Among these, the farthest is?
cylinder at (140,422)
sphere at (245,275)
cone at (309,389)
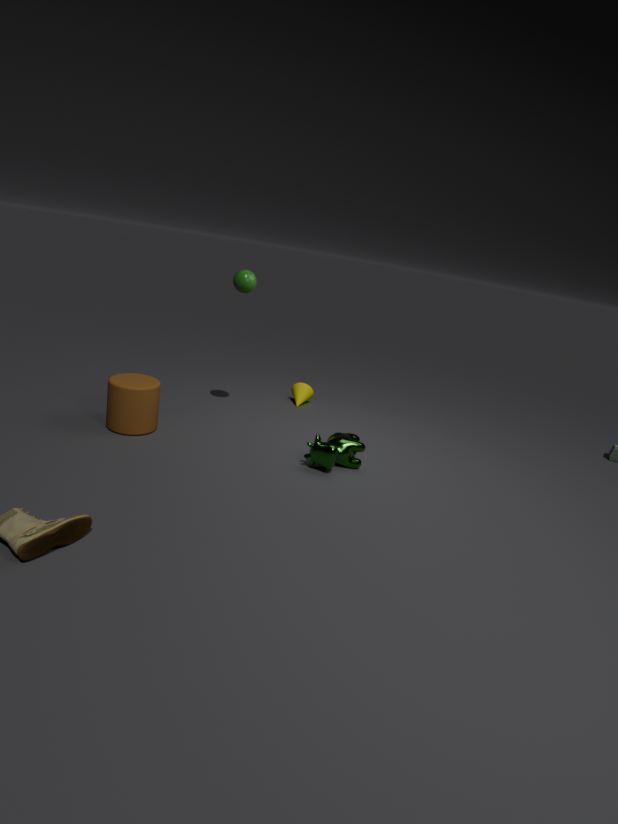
cone at (309,389)
